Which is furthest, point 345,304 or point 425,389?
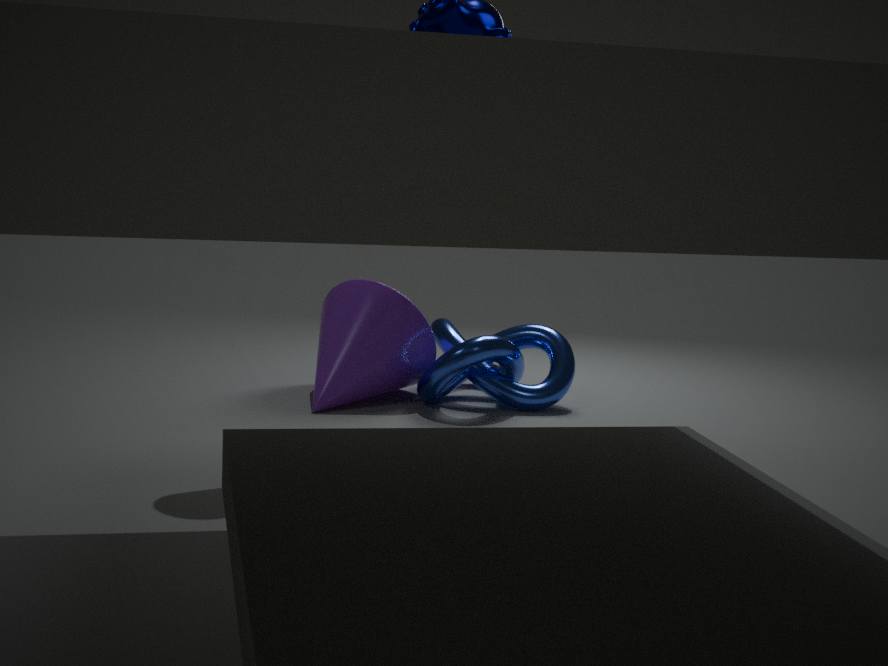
point 345,304
